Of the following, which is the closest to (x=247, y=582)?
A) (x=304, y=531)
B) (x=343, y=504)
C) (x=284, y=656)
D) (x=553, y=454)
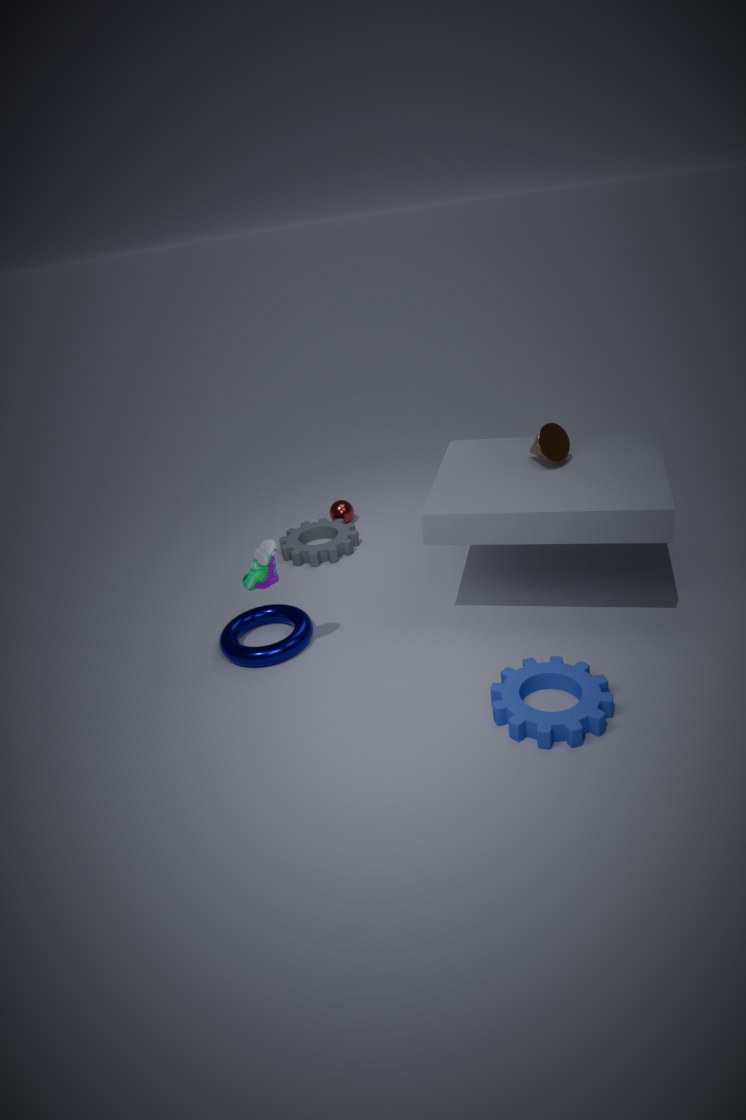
(x=284, y=656)
